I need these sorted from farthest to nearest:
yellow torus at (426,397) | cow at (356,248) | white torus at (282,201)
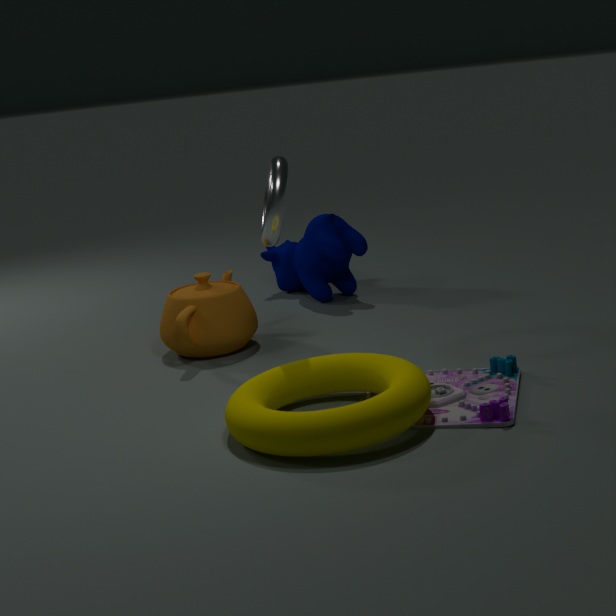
cow at (356,248), white torus at (282,201), yellow torus at (426,397)
